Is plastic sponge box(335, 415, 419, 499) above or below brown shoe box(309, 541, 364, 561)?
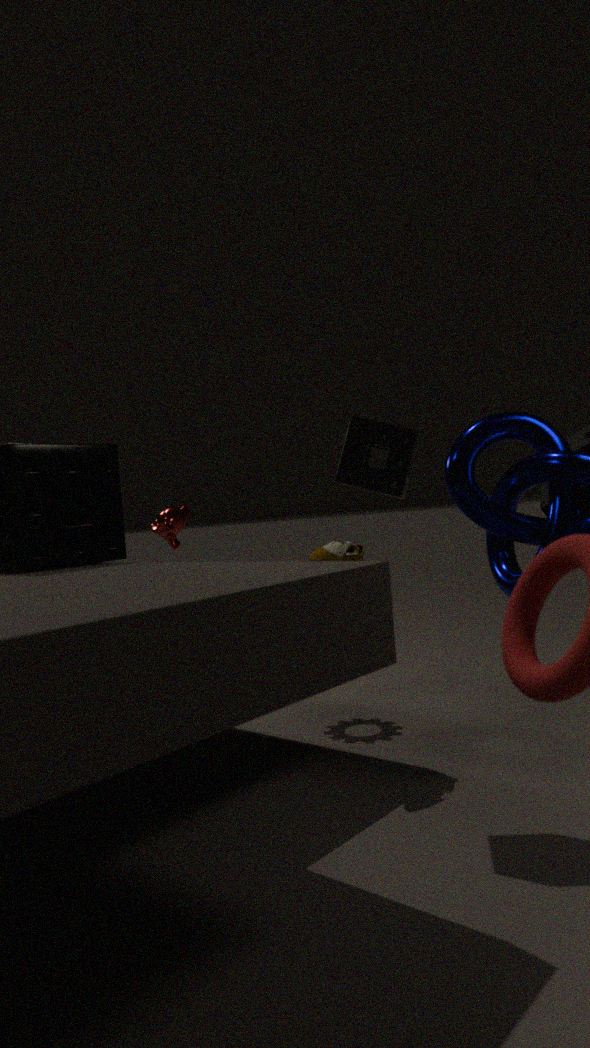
above
